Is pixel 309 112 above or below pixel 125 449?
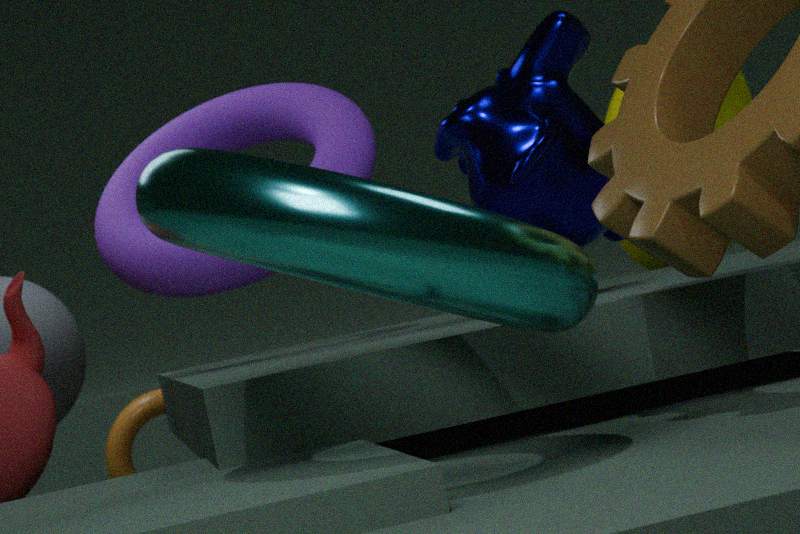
above
